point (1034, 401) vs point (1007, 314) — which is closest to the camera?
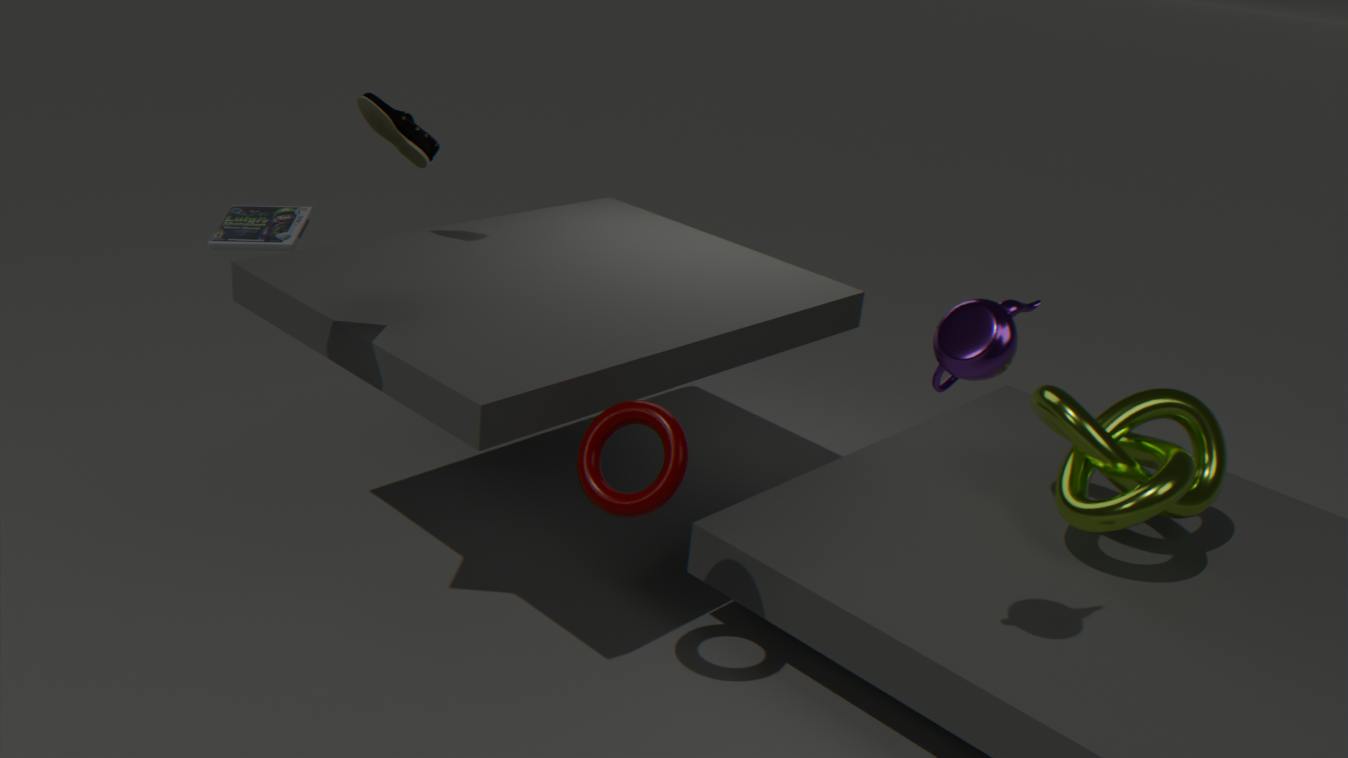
point (1007, 314)
